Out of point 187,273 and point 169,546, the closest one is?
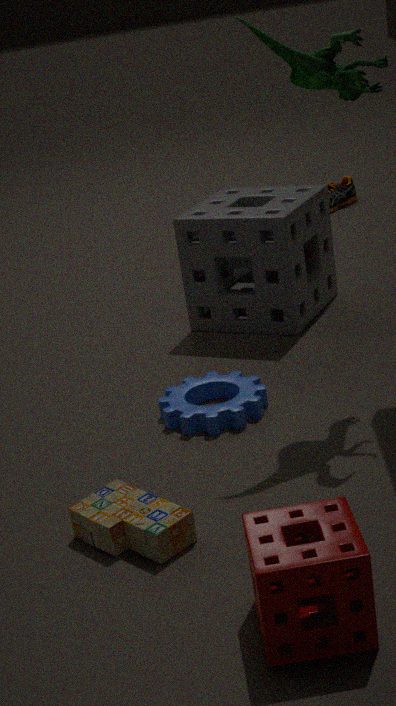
point 169,546
